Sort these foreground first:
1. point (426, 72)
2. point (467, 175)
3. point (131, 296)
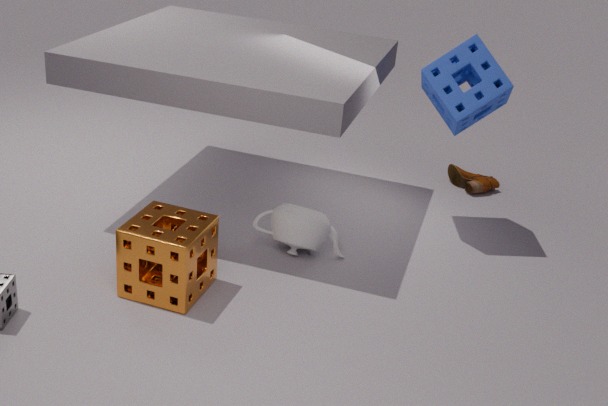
point (131, 296), point (426, 72), point (467, 175)
